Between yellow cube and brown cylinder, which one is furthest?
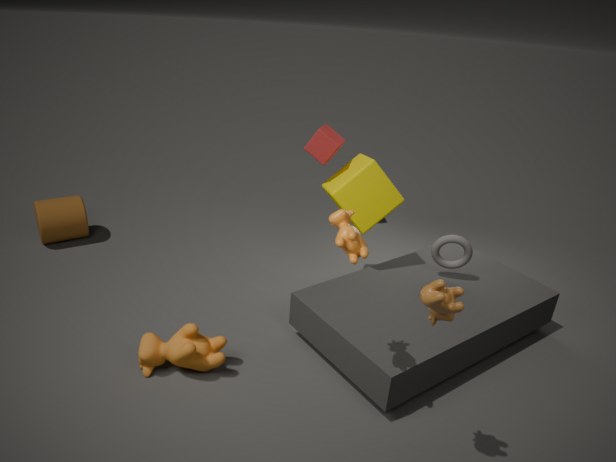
brown cylinder
